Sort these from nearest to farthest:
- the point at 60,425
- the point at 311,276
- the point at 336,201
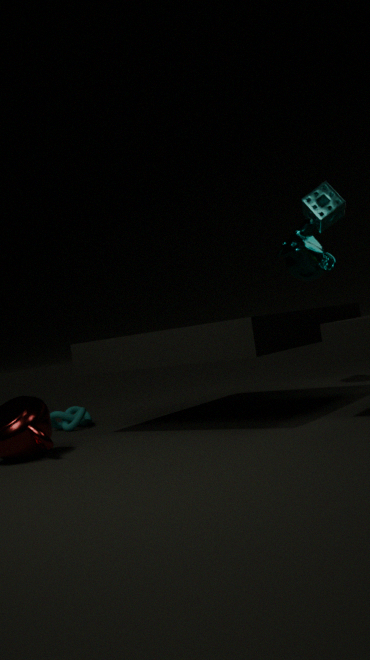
the point at 336,201 → the point at 311,276 → the point at 60,425
